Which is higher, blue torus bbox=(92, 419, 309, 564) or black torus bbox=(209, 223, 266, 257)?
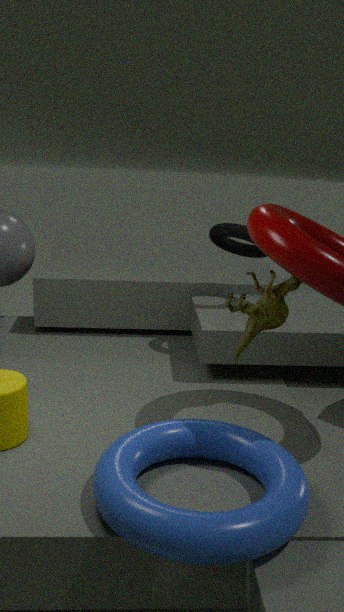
black torus bbox=(209, 223, 266, 257)
